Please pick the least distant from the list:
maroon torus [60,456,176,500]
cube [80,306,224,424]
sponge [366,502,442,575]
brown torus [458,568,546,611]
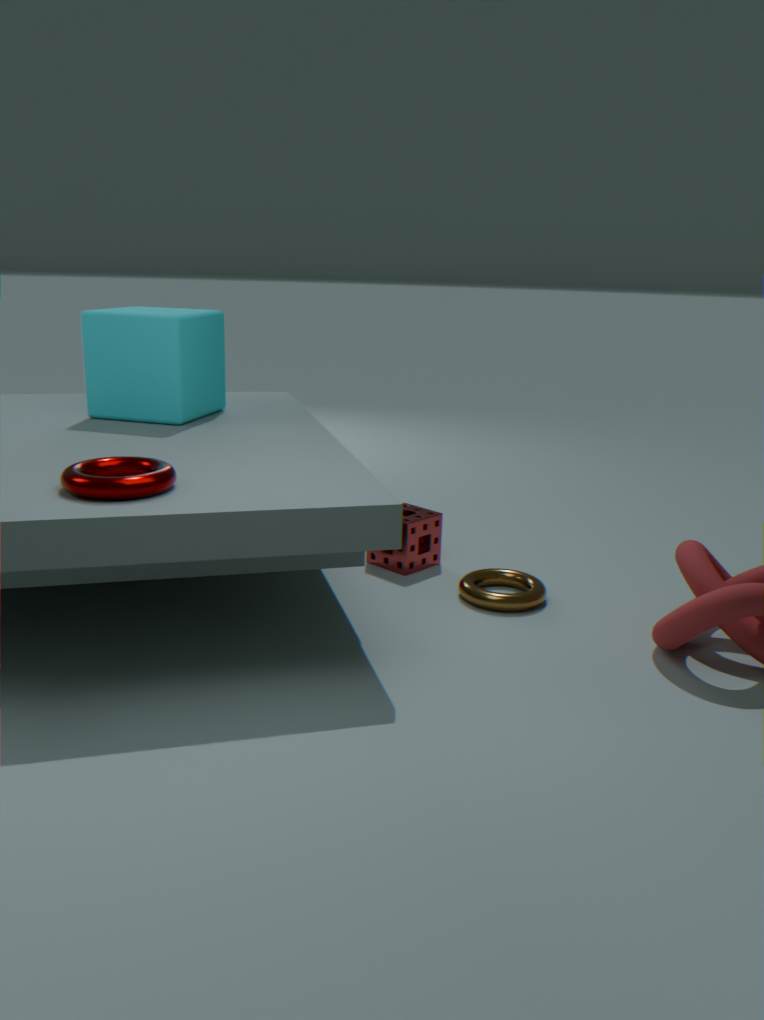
maroon torus [60,456,176,500]
